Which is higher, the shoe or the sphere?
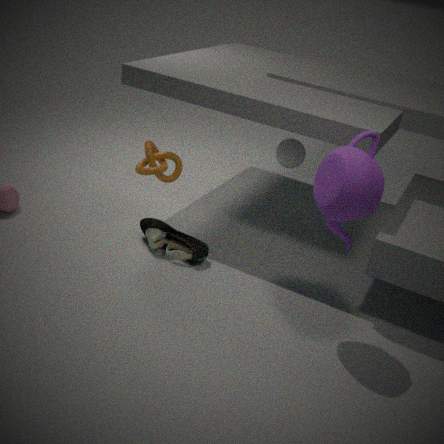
the sphere
